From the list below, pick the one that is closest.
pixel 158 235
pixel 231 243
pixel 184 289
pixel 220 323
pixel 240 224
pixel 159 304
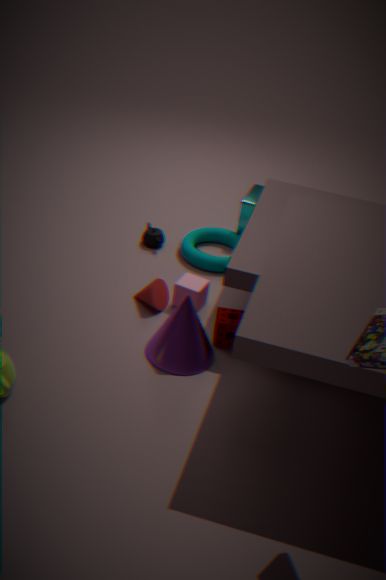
pixel 220 323
